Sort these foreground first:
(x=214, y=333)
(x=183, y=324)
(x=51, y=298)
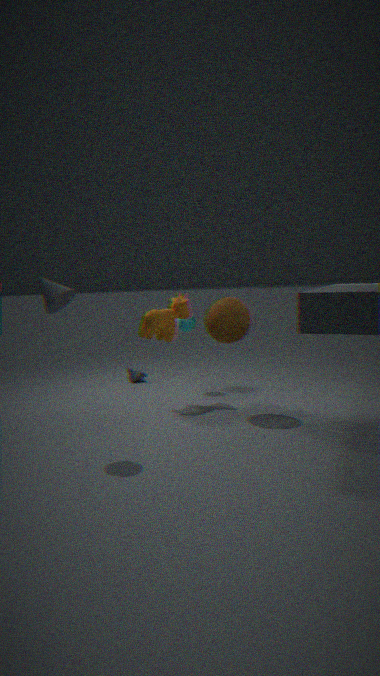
(x=51, y=298), (x=214, y=333), (x=183, y=324)
